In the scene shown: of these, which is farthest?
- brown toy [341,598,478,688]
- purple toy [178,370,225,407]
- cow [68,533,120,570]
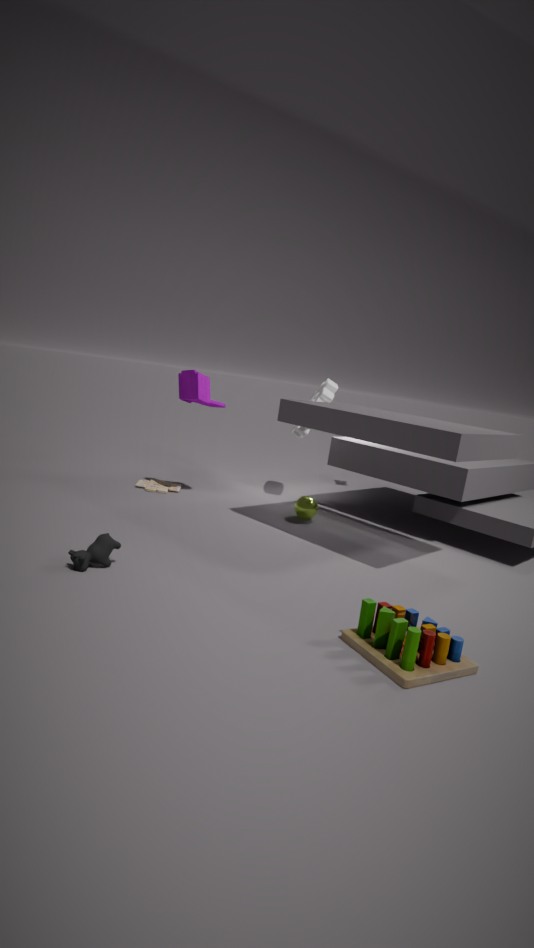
purple toy [178,370,225,407]
